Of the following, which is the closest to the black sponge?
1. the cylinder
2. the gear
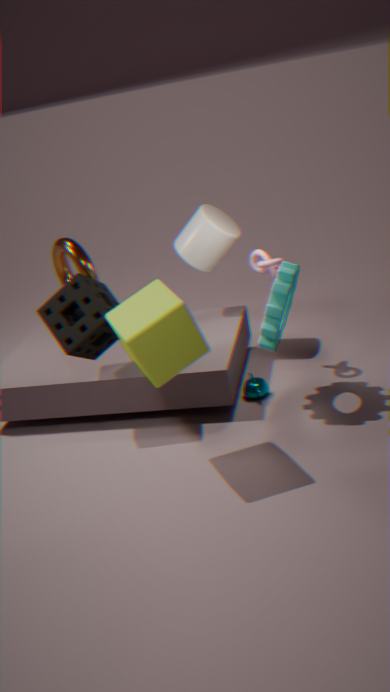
the cylinder
